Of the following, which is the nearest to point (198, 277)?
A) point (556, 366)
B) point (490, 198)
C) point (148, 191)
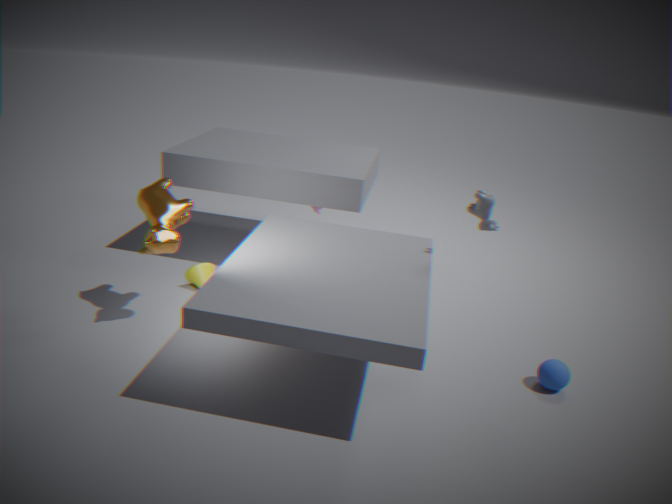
point (148, 191)
